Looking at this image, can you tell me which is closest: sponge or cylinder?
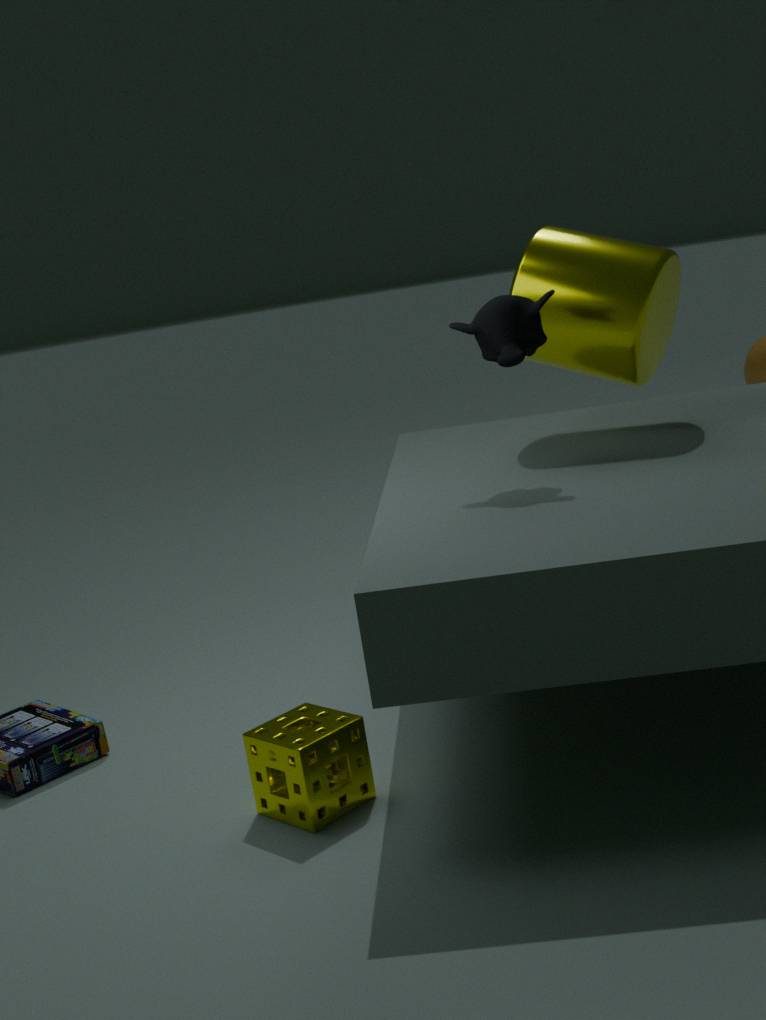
sponge
